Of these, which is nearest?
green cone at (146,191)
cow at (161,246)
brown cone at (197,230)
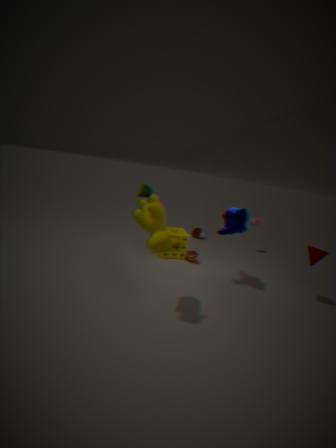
cow at (161,246)
